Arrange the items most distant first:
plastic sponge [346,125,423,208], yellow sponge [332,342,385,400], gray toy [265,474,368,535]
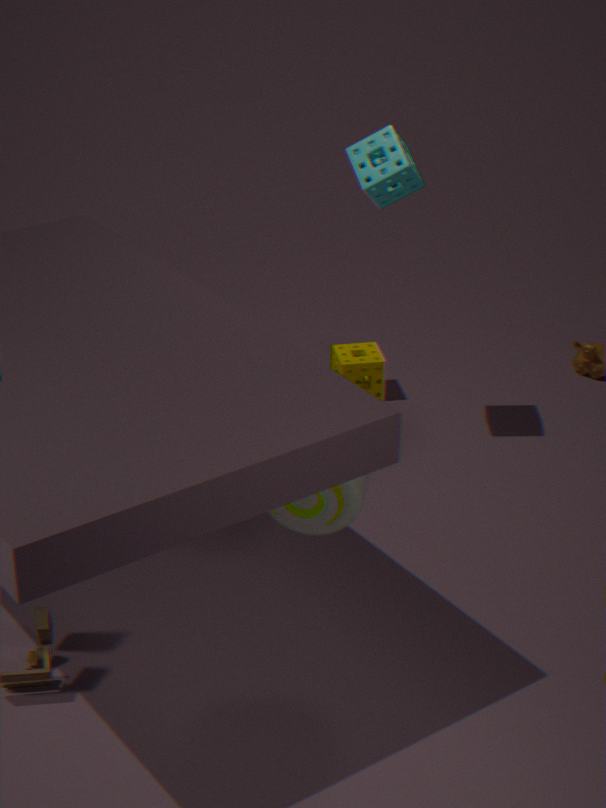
yellow sponge [332,342,385,400], plastic sponge [346,125,423,208], gray toy [265,474,368,535]
